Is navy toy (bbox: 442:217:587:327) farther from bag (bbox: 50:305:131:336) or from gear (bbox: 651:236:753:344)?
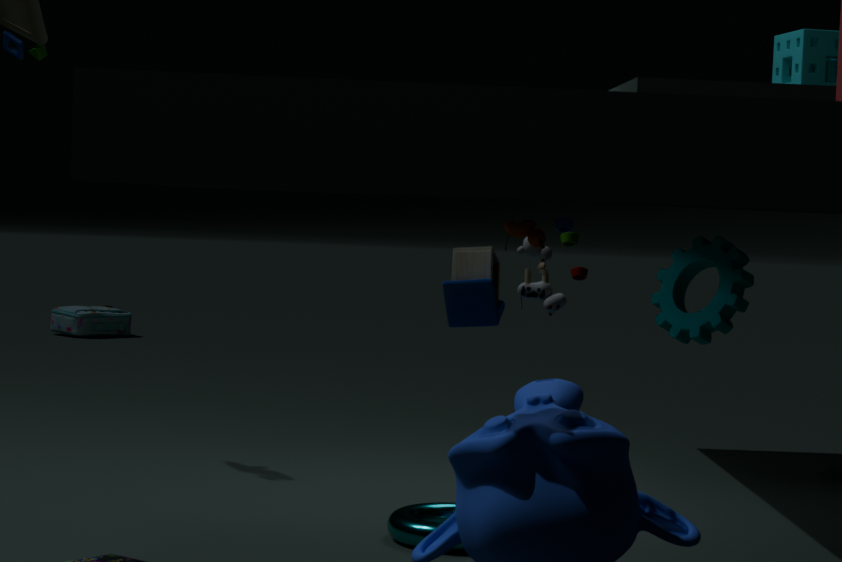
bag (bbox: 50:305:131:336)
